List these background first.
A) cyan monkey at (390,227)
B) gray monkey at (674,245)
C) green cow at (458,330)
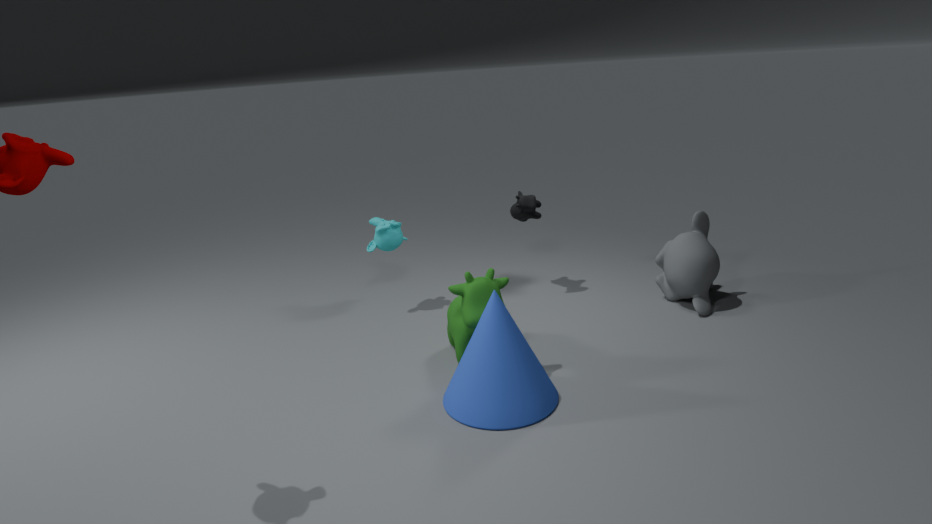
1. cyan monkey at (390,227)
2. gray monkey at (674,245)
3. green cow at (458,330)
